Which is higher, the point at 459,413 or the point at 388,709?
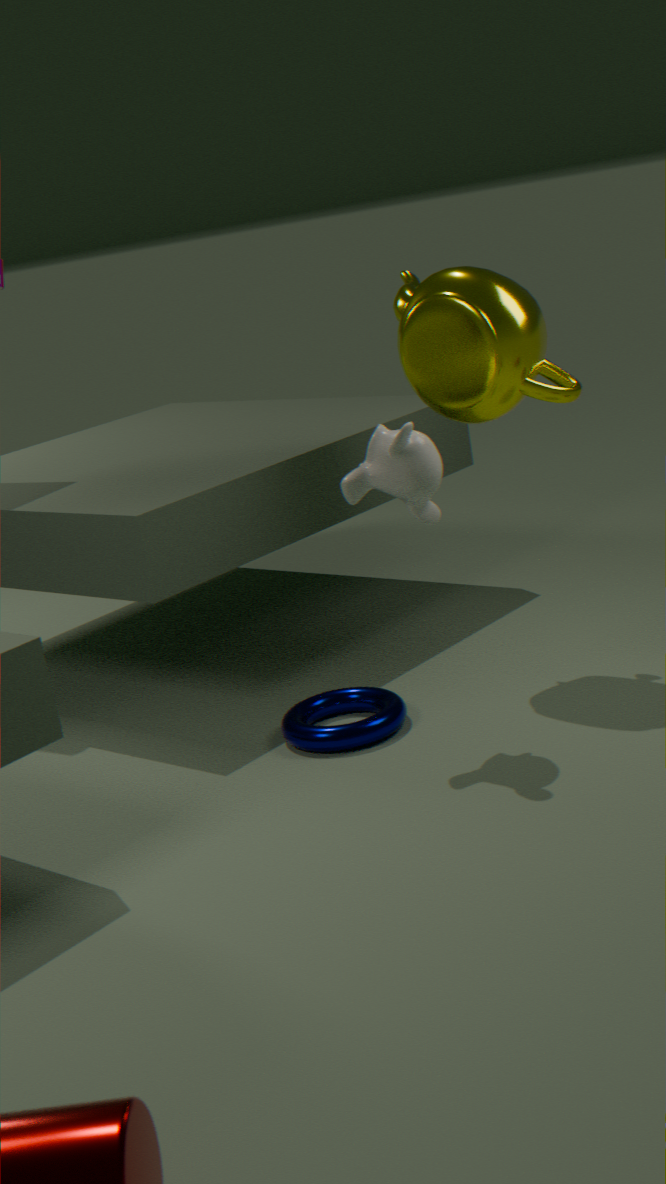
the point at 459,413
